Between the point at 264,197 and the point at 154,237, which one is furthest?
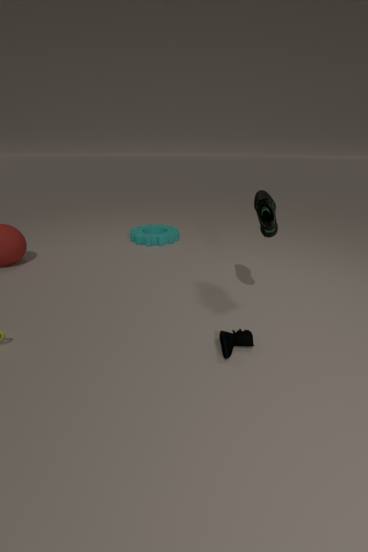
the point at 154,237
